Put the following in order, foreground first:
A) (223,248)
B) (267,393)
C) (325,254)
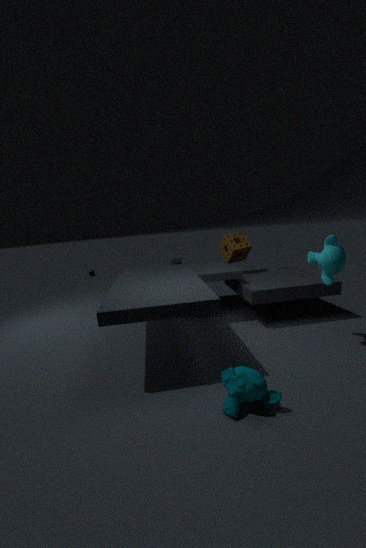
(267,393) → (325,254) → (223,248)
